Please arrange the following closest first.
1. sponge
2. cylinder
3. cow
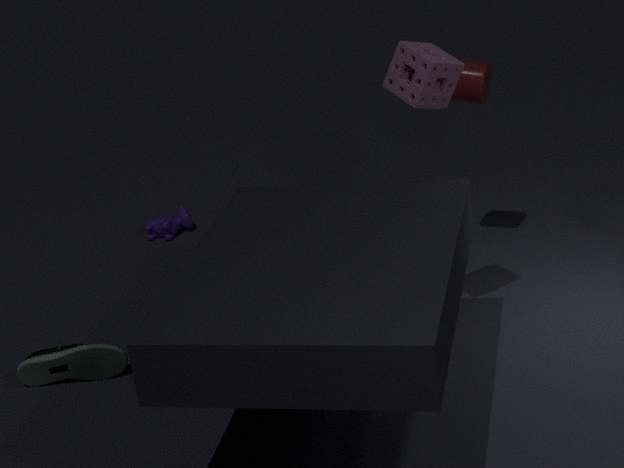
1. sponge
2. cylinder
3. cow
